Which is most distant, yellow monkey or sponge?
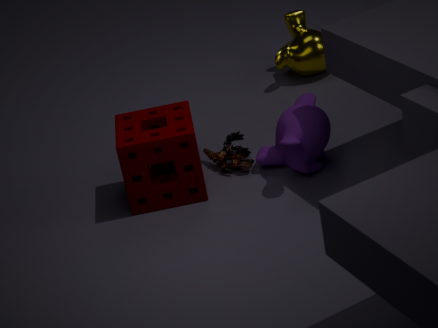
yellow monkey
